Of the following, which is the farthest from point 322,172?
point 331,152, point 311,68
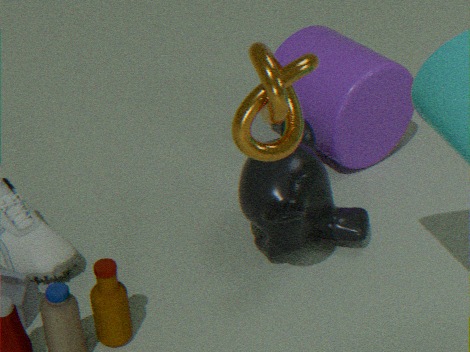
point 311,68
